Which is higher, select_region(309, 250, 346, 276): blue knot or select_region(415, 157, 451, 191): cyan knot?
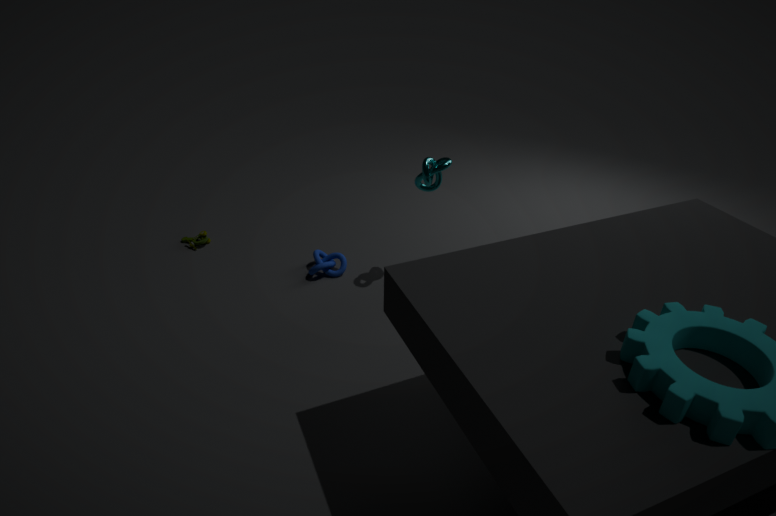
select_region(415, 157, 451, 191): cyan knot
